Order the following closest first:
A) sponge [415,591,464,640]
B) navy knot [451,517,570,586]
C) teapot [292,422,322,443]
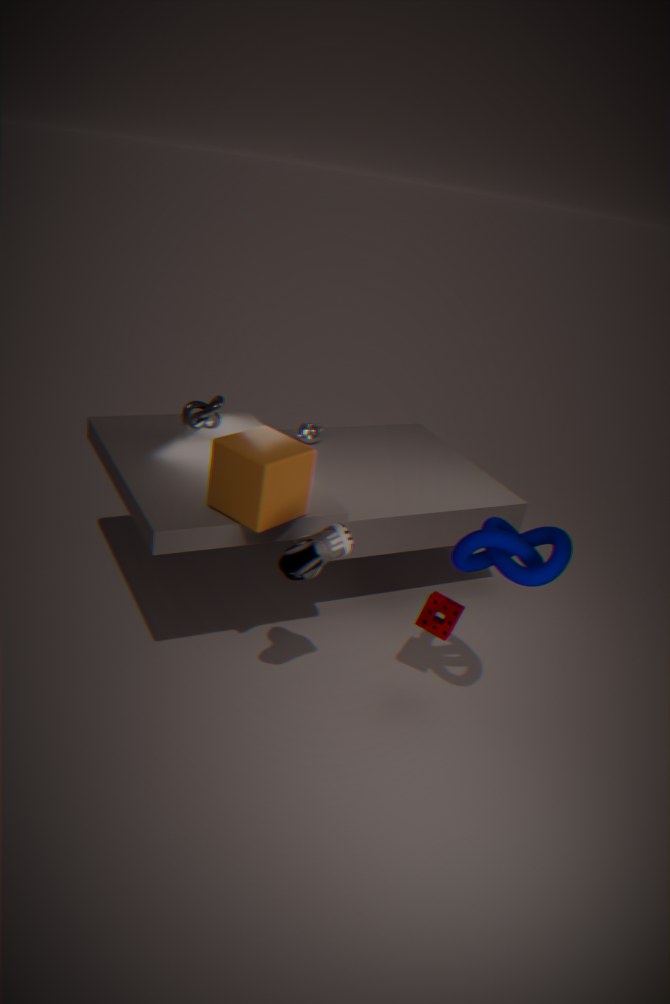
navy knot [451,517,570,586]
sponge [415,591,464,640]
teapot [292,422,322,443]
